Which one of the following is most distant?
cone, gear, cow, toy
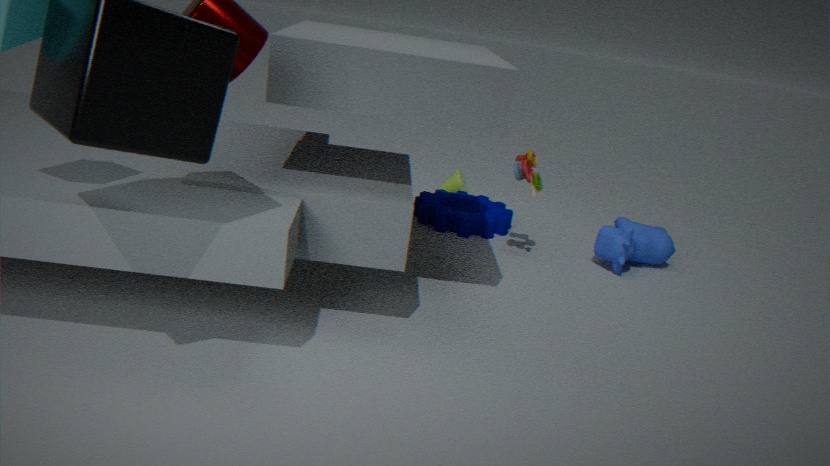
cone
